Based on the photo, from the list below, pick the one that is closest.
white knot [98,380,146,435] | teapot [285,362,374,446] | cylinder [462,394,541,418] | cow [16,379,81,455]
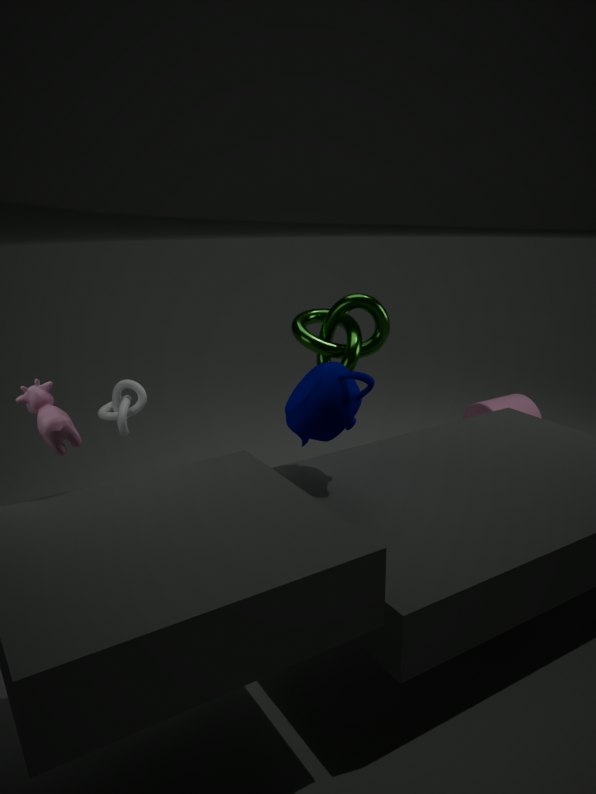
cow [16,379,81,455]
